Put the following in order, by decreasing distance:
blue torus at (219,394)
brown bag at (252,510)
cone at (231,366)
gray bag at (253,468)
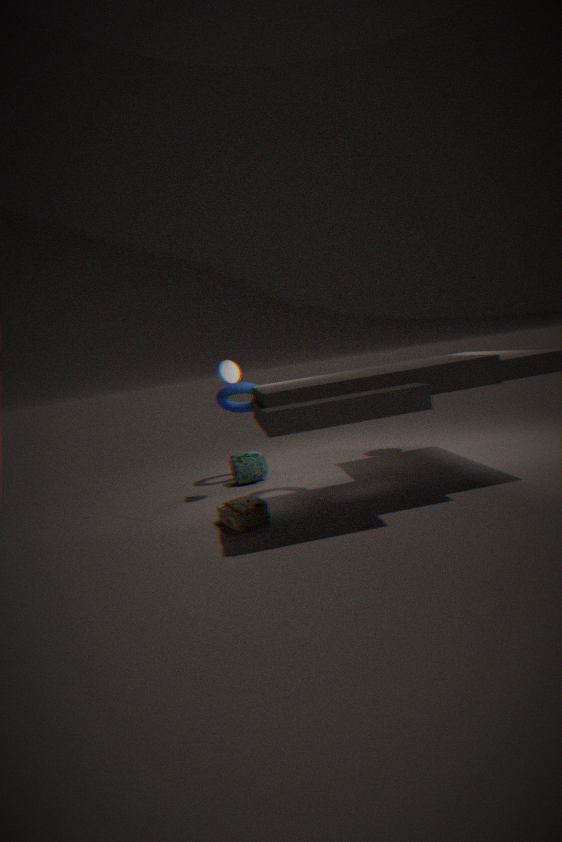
blue torus at (219,394)
gray bag at (253,468)
cone at (231,366)
brown bag at (252,510)
